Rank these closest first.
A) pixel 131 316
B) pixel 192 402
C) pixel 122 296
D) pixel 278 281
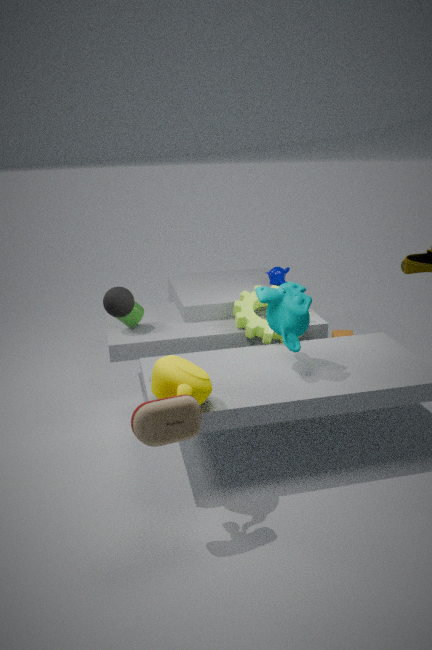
pixel 192 402 → pixel 122 296 → pixel 131 316 → pixel 278 281
